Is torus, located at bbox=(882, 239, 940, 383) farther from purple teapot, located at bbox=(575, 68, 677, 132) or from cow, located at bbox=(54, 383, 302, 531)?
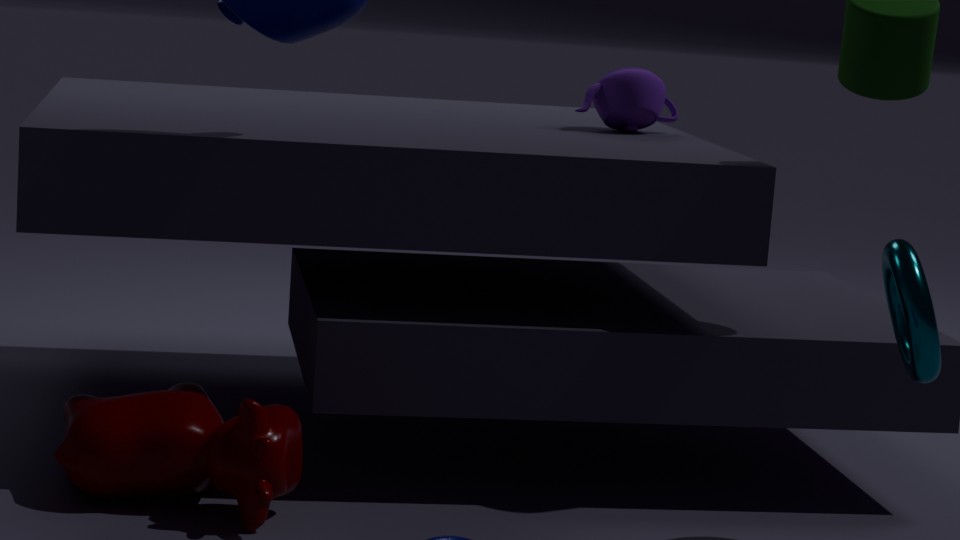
cow, located at bbox=(54, 383, 302, 531)
